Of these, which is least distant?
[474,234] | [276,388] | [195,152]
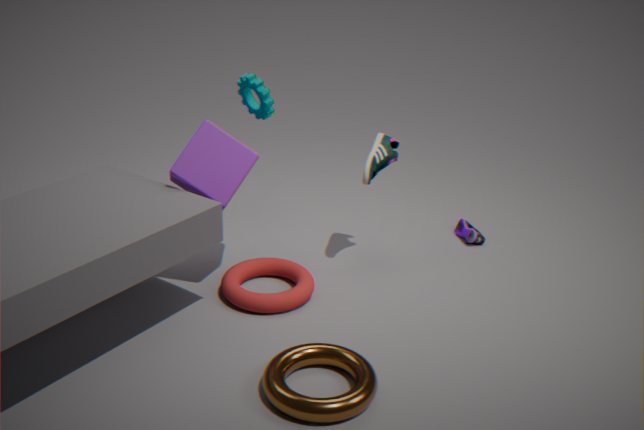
[276,388]
